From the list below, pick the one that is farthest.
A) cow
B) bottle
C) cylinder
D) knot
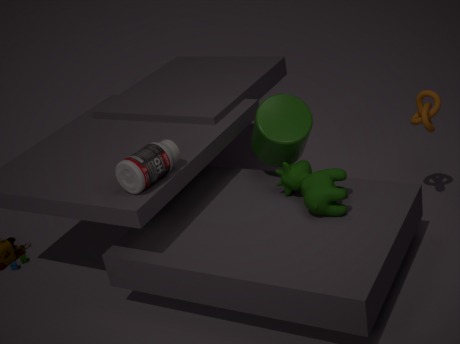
knot
